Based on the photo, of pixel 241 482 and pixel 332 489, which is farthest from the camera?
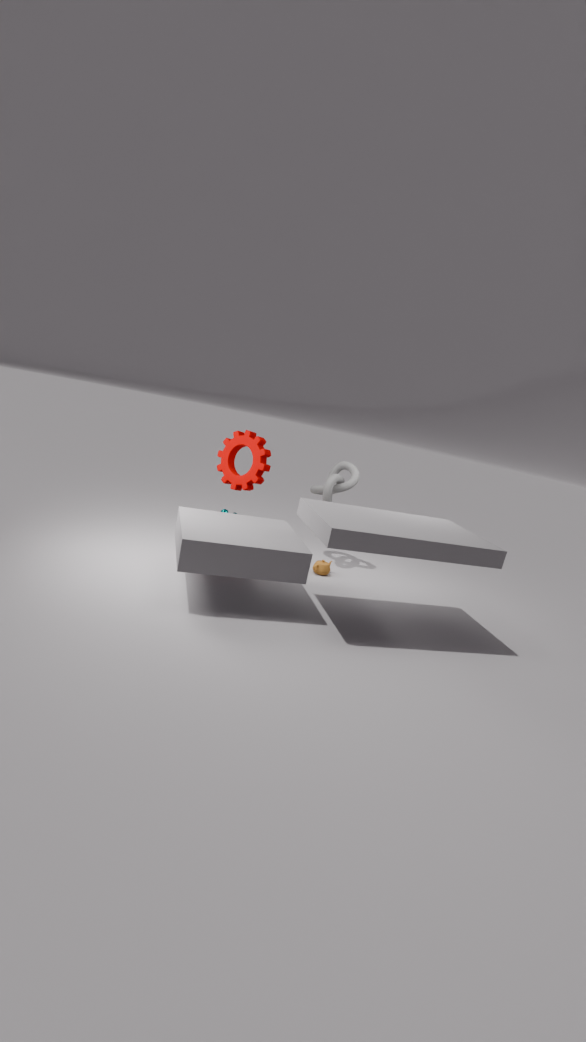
pixel 332 489
